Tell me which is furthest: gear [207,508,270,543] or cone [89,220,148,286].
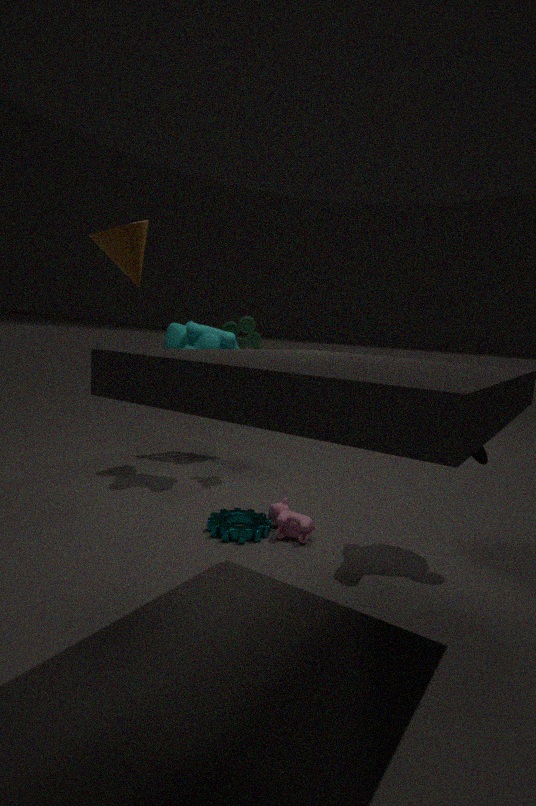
gear [207,508,270,543]
